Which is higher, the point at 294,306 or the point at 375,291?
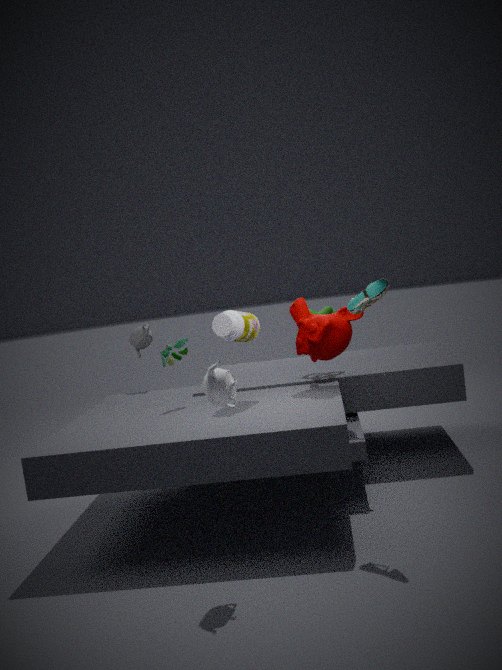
the point at 375,291
